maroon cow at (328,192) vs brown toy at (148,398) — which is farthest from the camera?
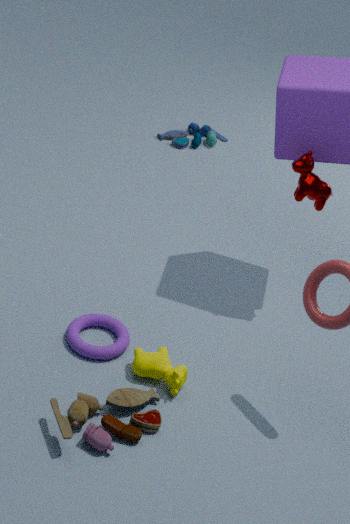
maroon cow at (328,192)
